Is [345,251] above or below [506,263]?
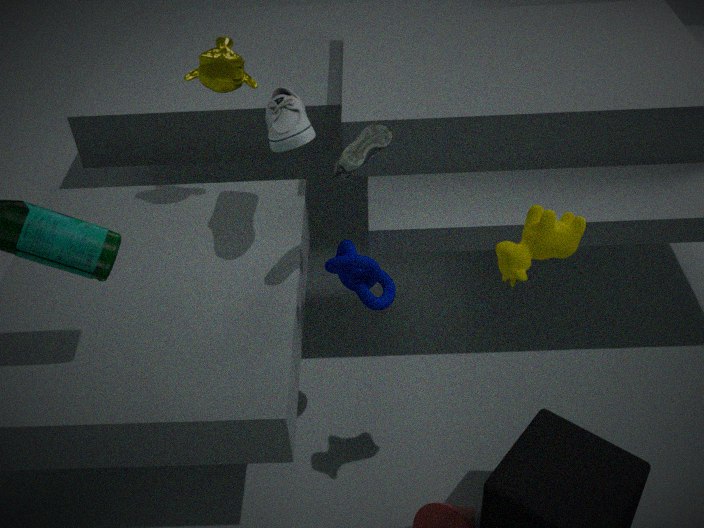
below
